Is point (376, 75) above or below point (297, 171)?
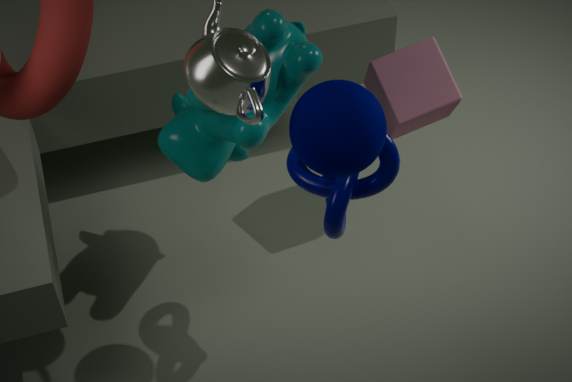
below
